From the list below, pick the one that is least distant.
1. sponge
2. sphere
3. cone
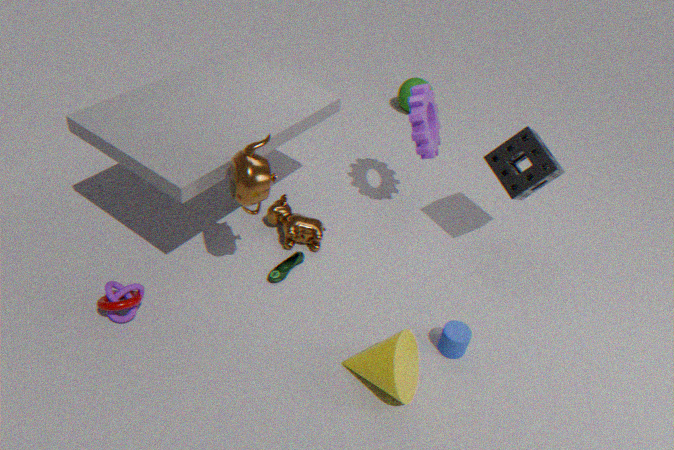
cone
